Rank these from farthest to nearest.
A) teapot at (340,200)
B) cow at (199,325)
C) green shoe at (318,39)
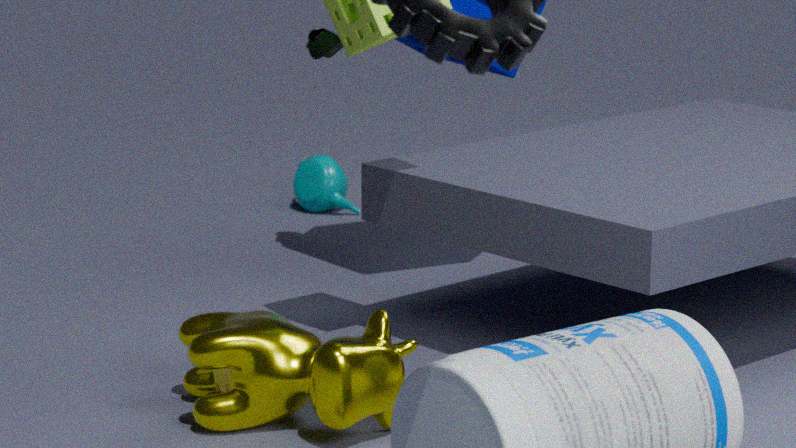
A. teapot at (340,200) < C. green shoe at (318,39) < B. cow at (199,325)
